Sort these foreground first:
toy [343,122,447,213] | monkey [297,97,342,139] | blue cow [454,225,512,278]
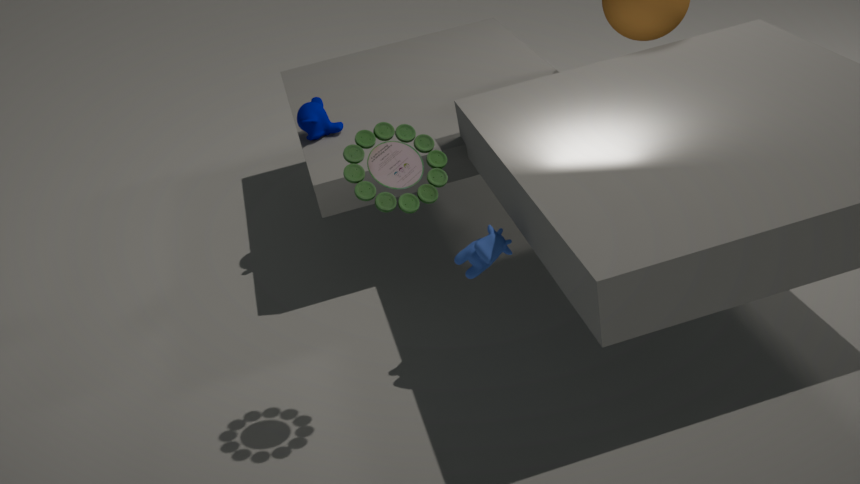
toy [343,122,447,213], blue cow [454,225,512,278], monkey [297,97,342,139]
